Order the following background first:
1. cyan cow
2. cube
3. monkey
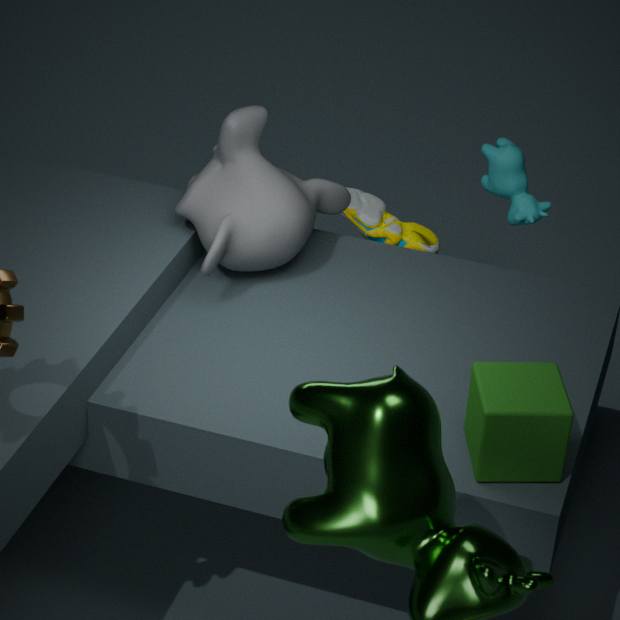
cyan cow
monkey
cube
